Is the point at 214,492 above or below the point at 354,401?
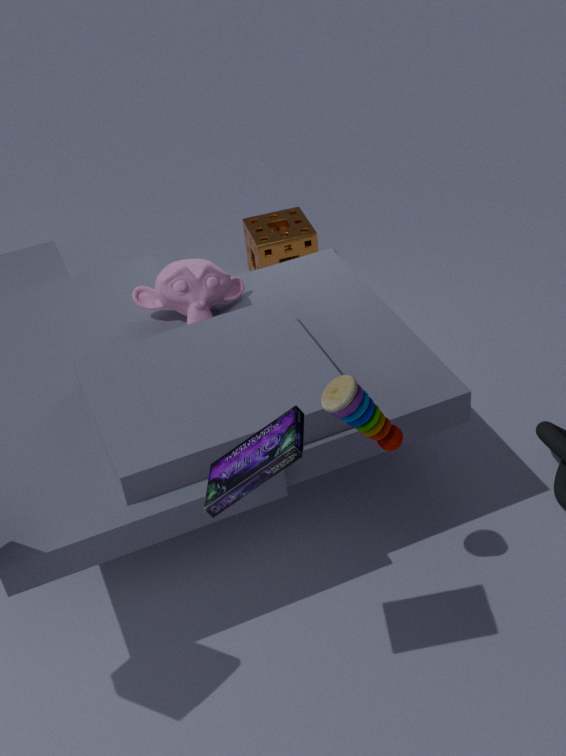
above
